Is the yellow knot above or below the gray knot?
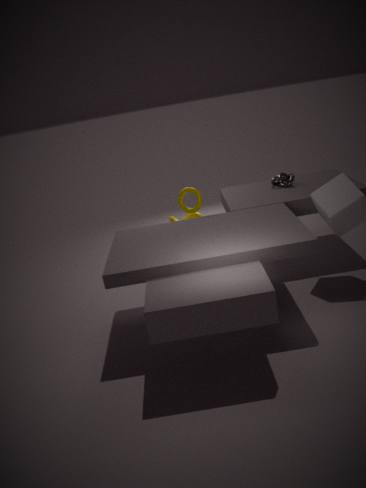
below
